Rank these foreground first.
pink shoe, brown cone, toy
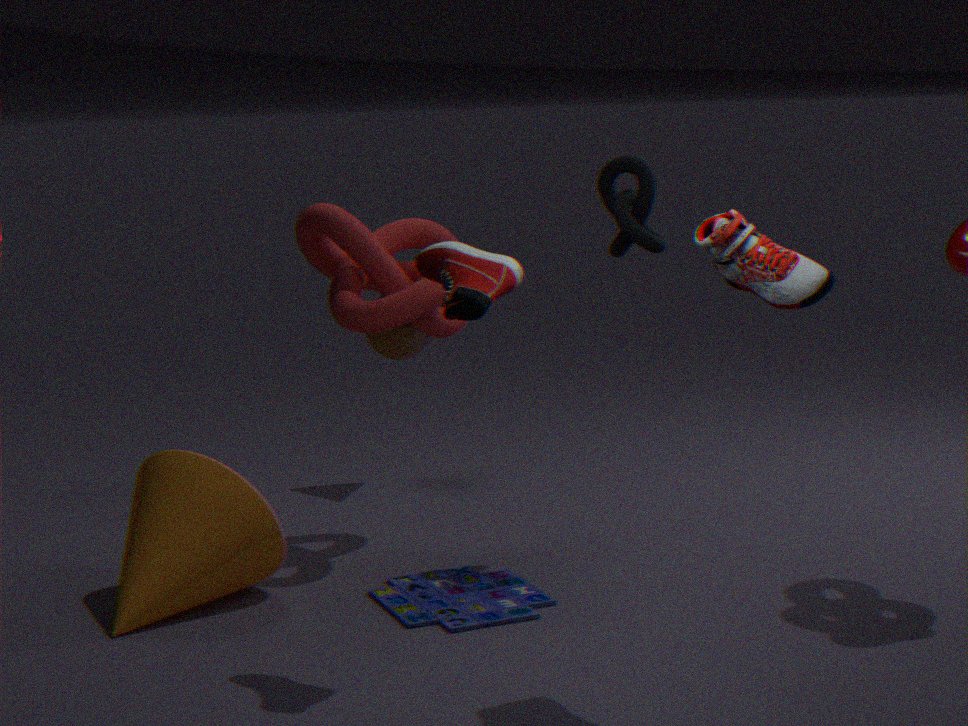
1. pink shoe
2. toy
3. brown cone
